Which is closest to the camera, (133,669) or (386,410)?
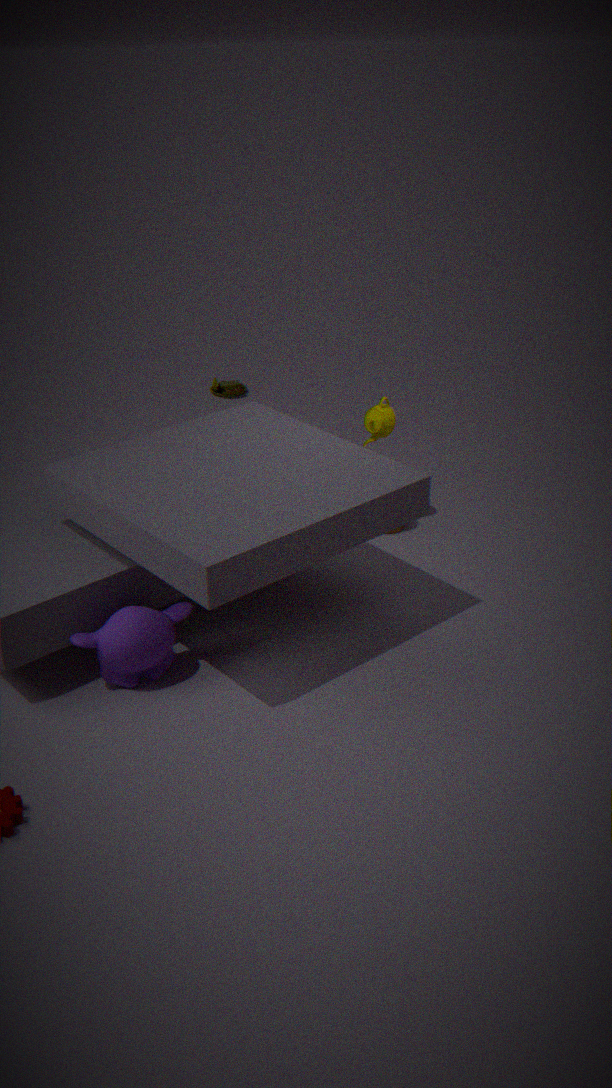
(133,669)
